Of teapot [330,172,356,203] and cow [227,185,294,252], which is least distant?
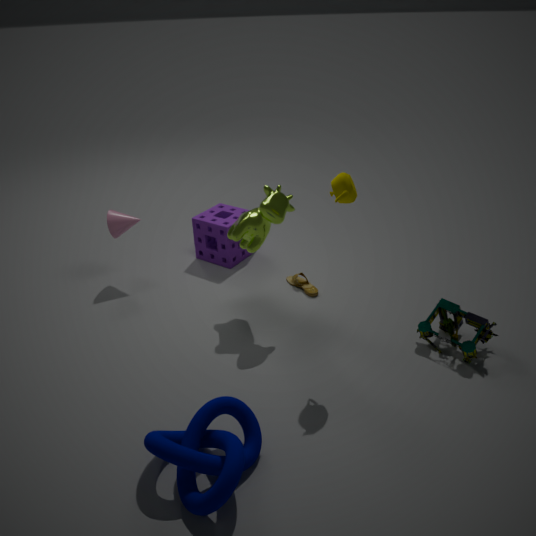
teapot [330,172,356,203]
